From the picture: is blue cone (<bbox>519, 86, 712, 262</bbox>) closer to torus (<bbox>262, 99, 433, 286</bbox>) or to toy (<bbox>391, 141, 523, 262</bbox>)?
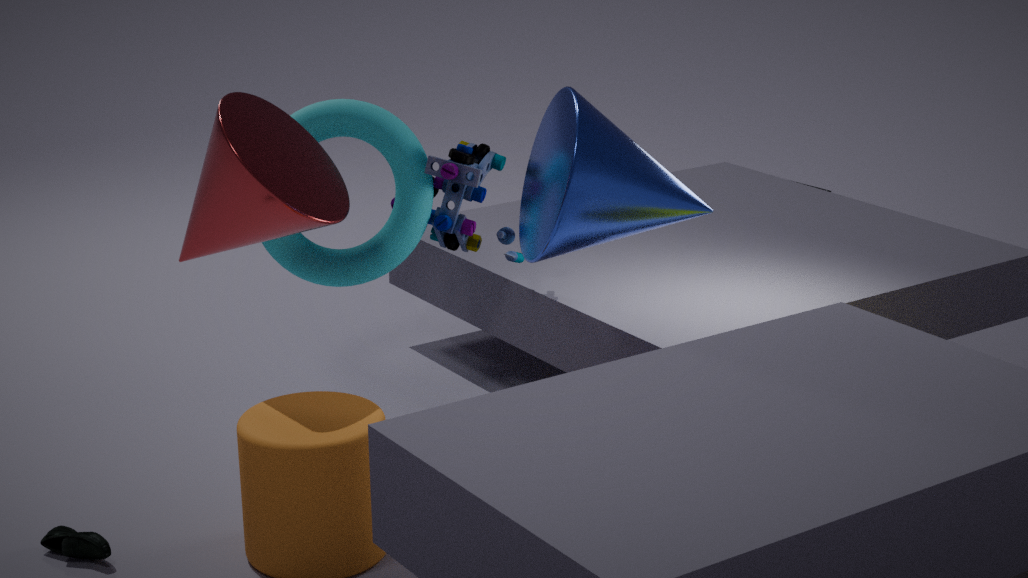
toy (<bbox>391, 141, 523, 262</bbox>)
